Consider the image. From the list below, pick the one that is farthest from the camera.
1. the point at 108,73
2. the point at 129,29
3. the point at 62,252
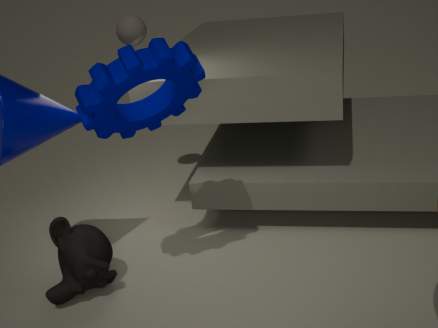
the point at 129,29
